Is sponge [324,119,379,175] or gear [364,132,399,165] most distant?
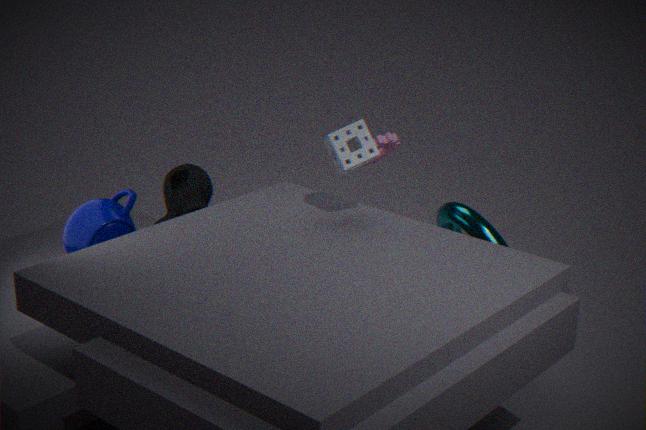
gear [364,132,399,165]
